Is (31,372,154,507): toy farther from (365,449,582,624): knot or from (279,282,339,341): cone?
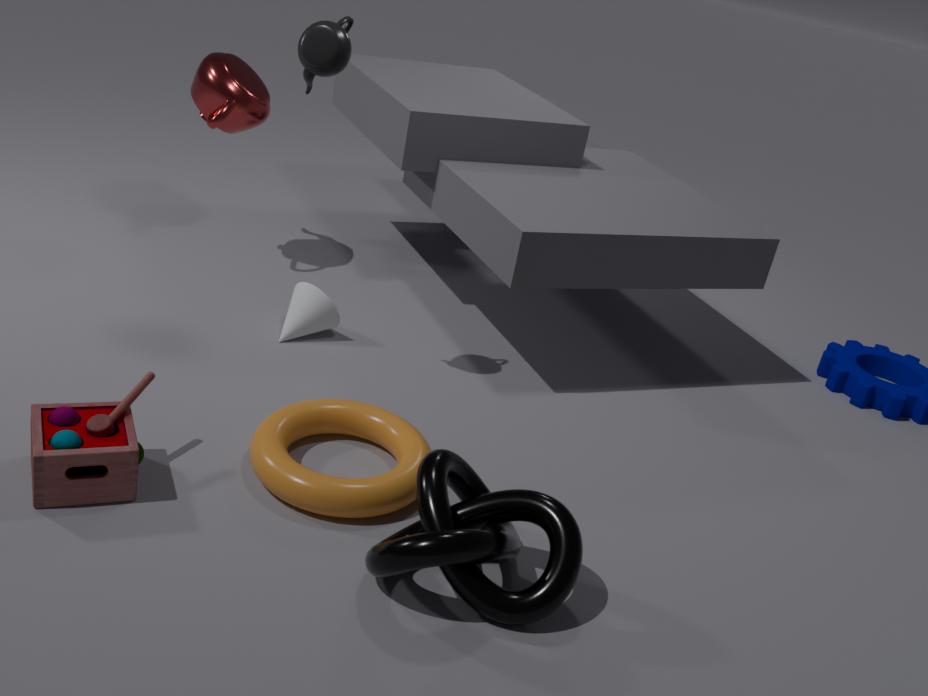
(279,282,339,341): cone
